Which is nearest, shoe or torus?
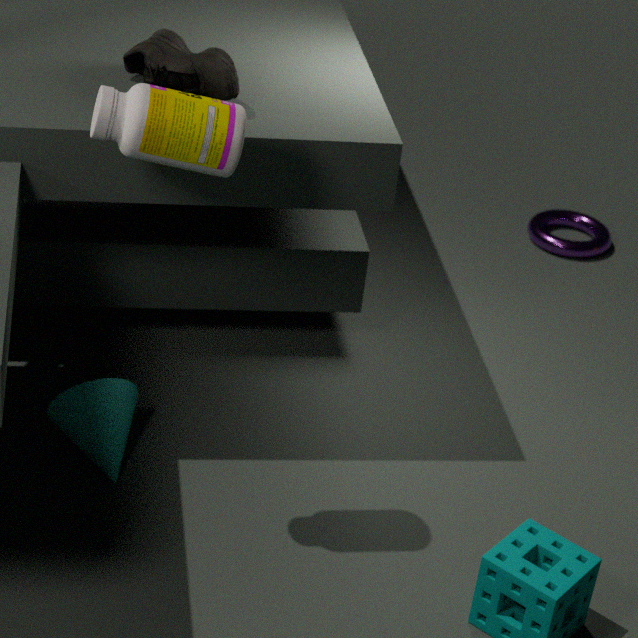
shoe
